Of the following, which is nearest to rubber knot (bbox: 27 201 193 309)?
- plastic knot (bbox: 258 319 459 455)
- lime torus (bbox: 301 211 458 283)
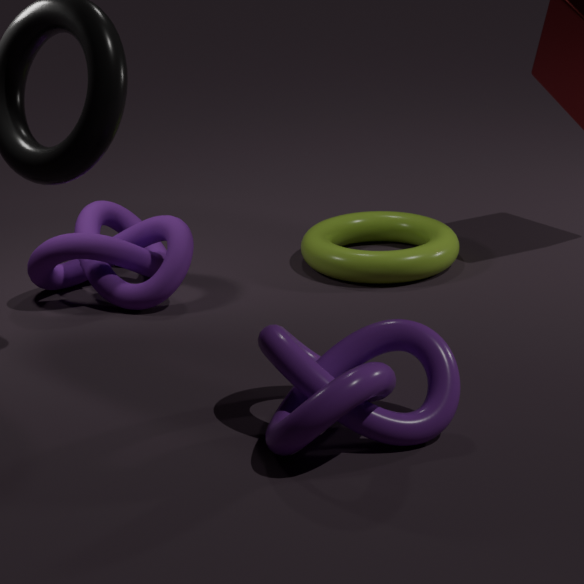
lime torus (bbox: 301 211 458 283)
